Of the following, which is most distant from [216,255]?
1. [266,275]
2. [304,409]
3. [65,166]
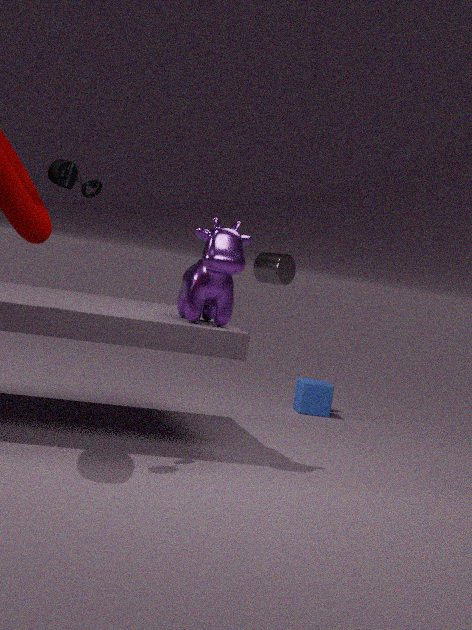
[304,409]
